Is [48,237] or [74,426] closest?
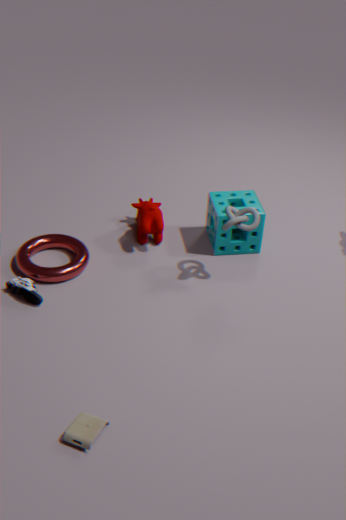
[74,426]
